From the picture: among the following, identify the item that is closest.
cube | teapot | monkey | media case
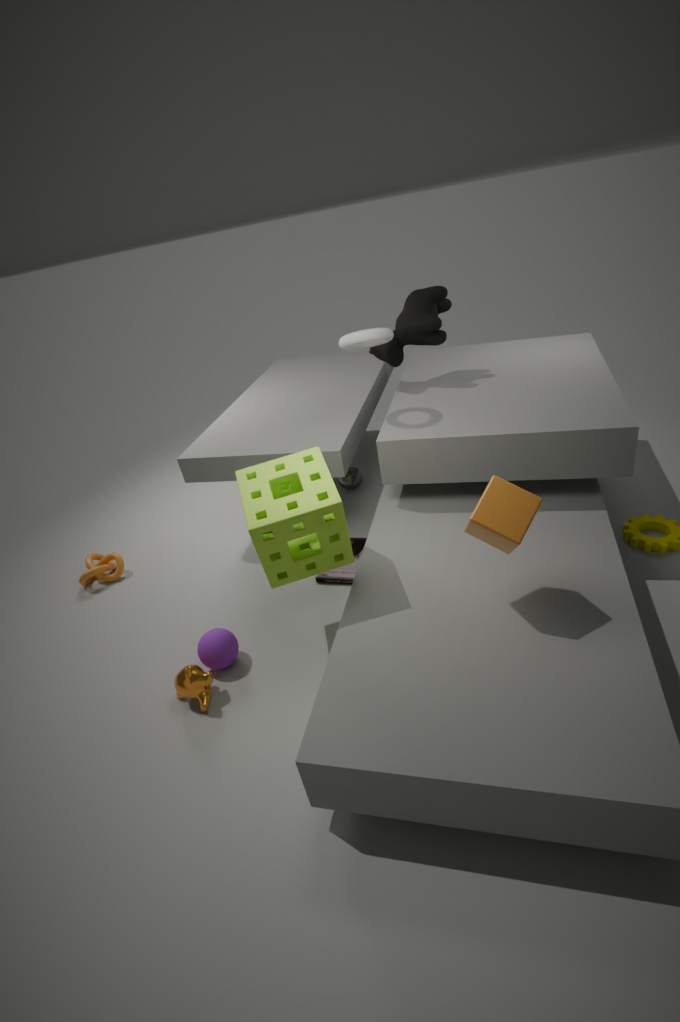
cube
